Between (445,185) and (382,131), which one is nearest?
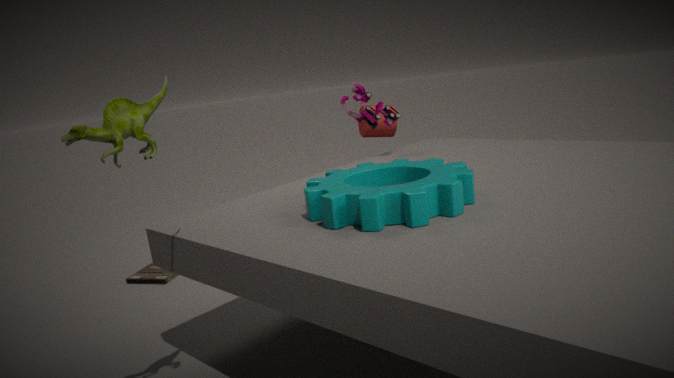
(445,185)
